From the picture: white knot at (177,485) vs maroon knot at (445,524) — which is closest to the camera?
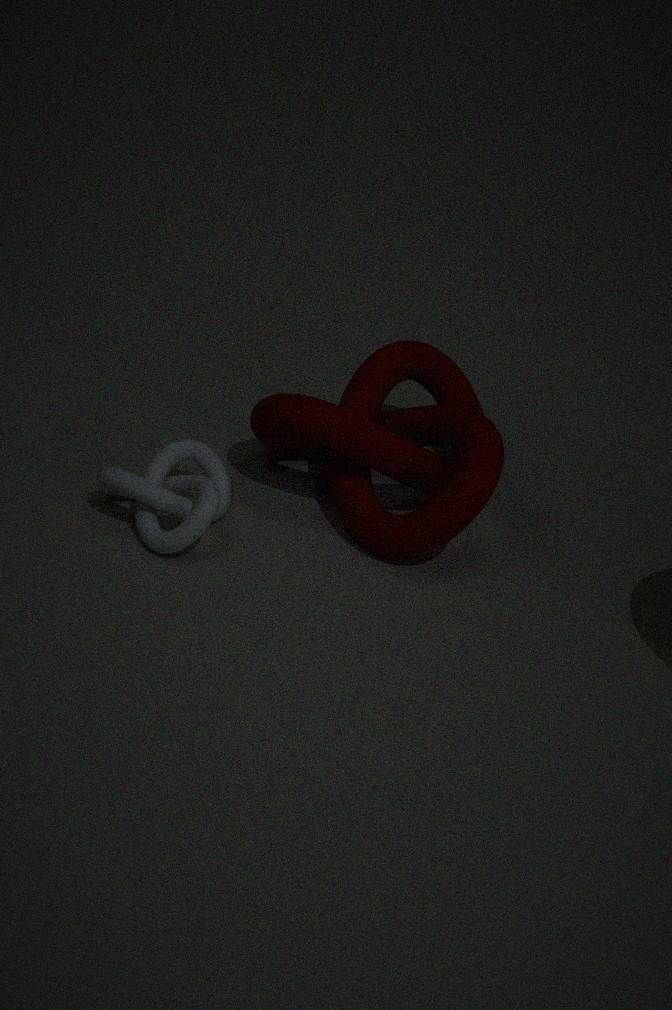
white knot at (177,485)
